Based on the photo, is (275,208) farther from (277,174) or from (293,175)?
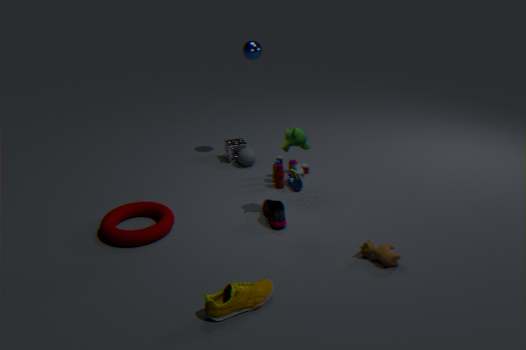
(277,174)
